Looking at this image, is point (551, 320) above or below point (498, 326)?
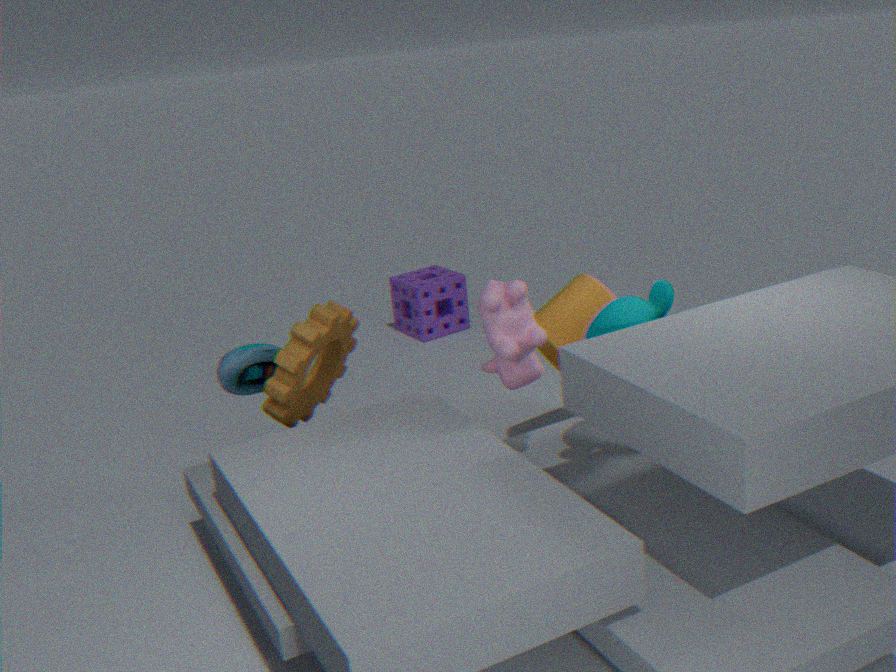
below
